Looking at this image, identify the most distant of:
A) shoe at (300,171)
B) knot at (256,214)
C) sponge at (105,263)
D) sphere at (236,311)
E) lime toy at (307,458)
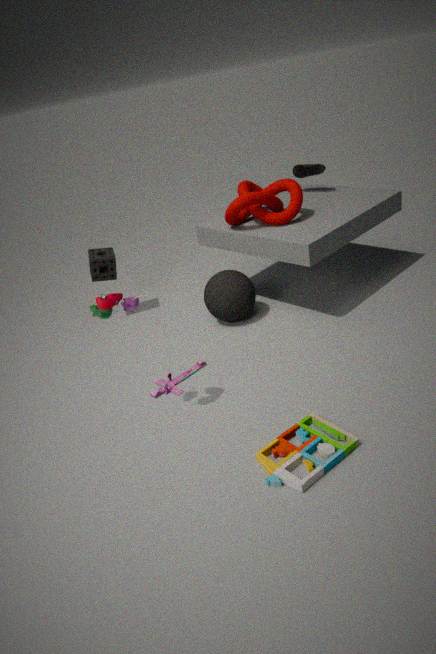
shoe at (300,171)
